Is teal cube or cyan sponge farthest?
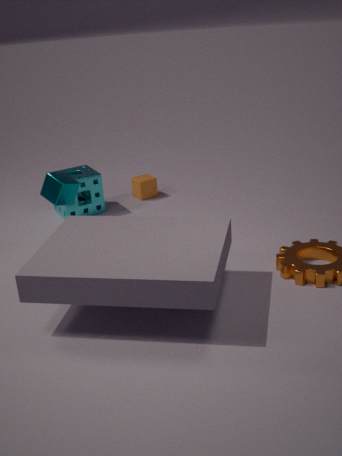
cyan sponge
